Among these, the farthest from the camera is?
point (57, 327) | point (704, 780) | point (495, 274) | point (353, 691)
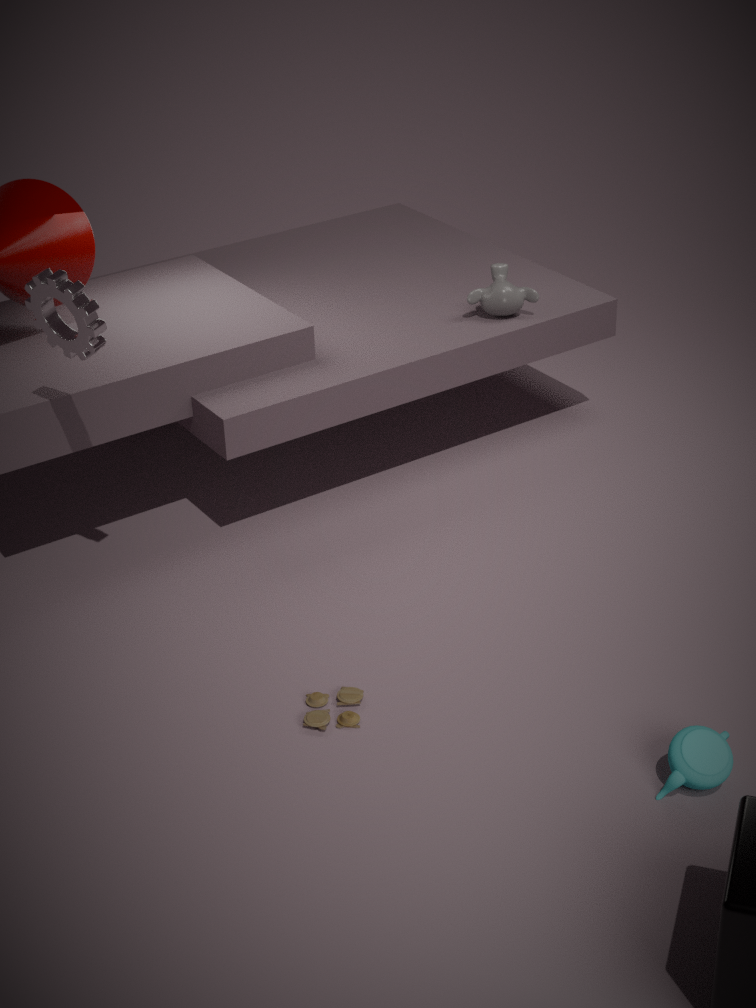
point (495, 274)
